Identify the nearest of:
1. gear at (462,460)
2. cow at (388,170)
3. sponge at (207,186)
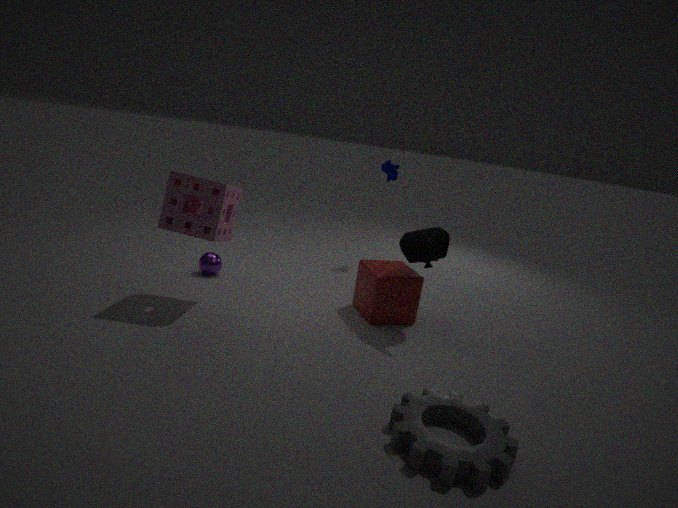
gear at (462,460)
